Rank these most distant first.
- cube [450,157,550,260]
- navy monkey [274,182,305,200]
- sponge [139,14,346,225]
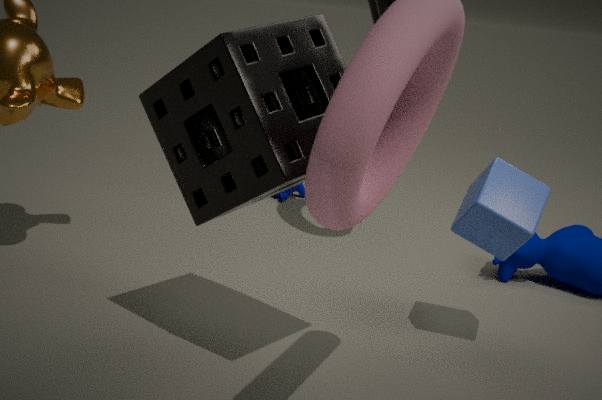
navy monkey [274,182,305,200], cube [450,157,550,260], sponge [139,14,346,225]
